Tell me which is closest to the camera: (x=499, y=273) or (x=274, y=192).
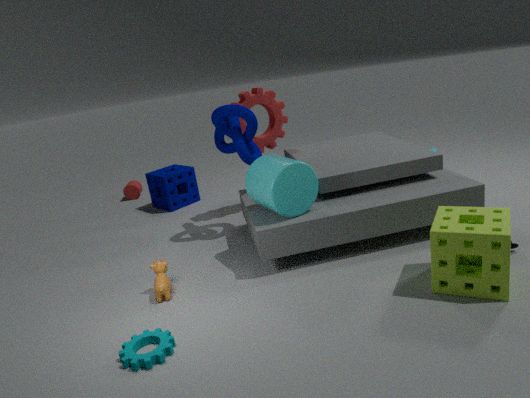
(x=499, y=273)
